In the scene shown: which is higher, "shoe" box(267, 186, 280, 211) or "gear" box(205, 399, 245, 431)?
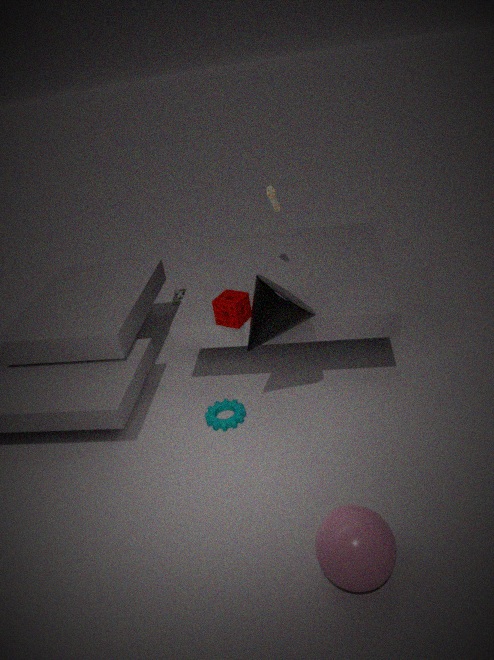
"shoe" box(267, 186, 280, 211)
